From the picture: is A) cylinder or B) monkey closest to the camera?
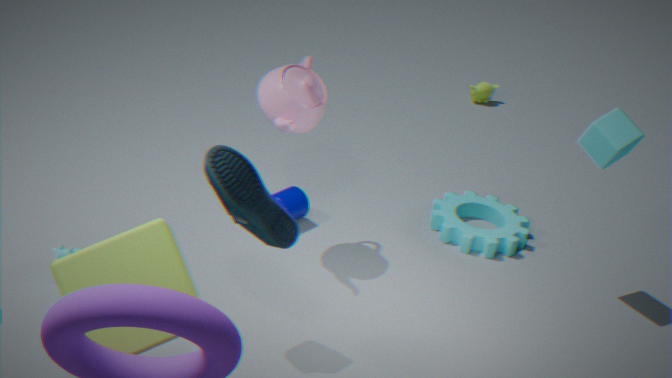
A. cylinder
